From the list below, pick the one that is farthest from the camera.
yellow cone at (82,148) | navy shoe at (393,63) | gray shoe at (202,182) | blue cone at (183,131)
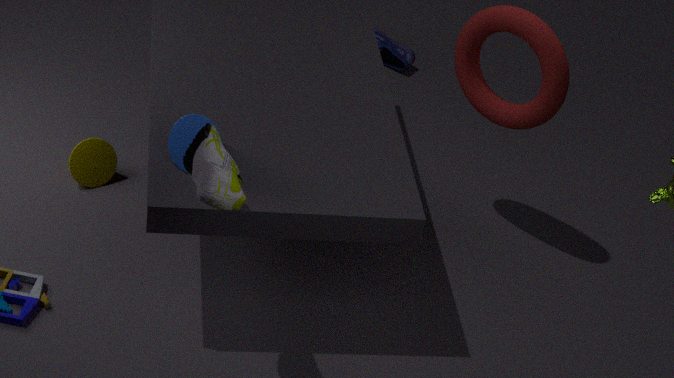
navy shoe at (393,63)
